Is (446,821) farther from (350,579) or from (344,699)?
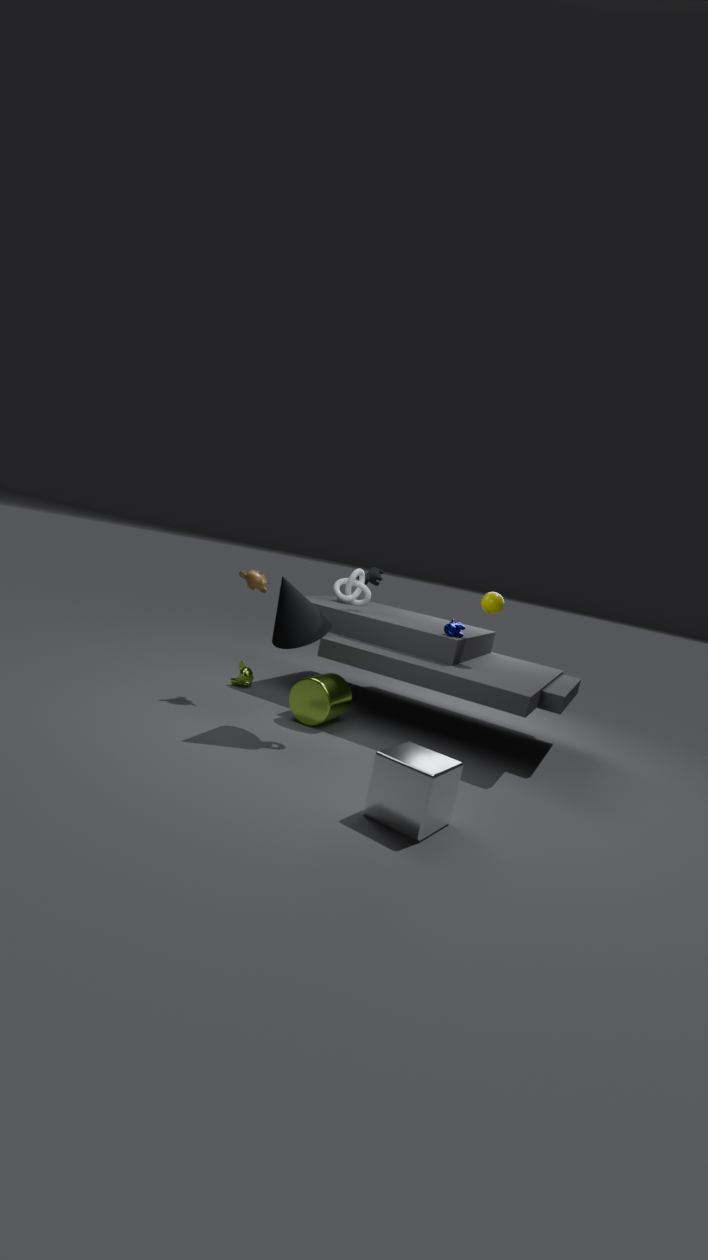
(344,699)
